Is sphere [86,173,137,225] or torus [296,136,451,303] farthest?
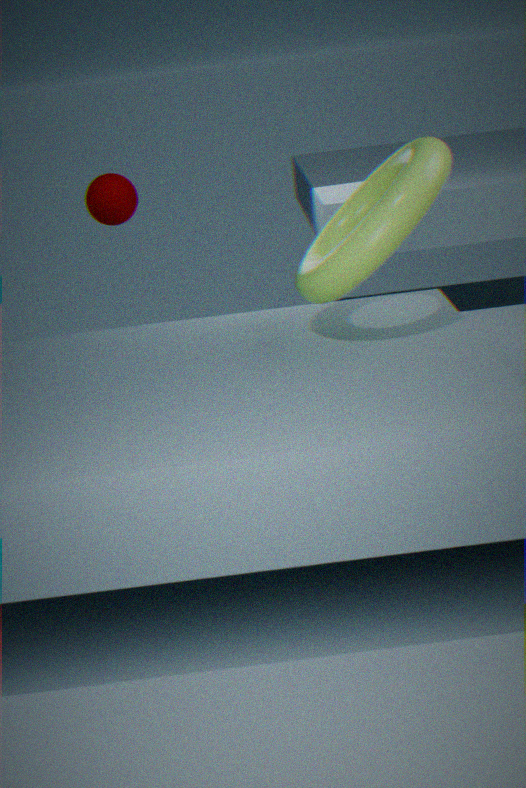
sphere [86,173,137,225]
